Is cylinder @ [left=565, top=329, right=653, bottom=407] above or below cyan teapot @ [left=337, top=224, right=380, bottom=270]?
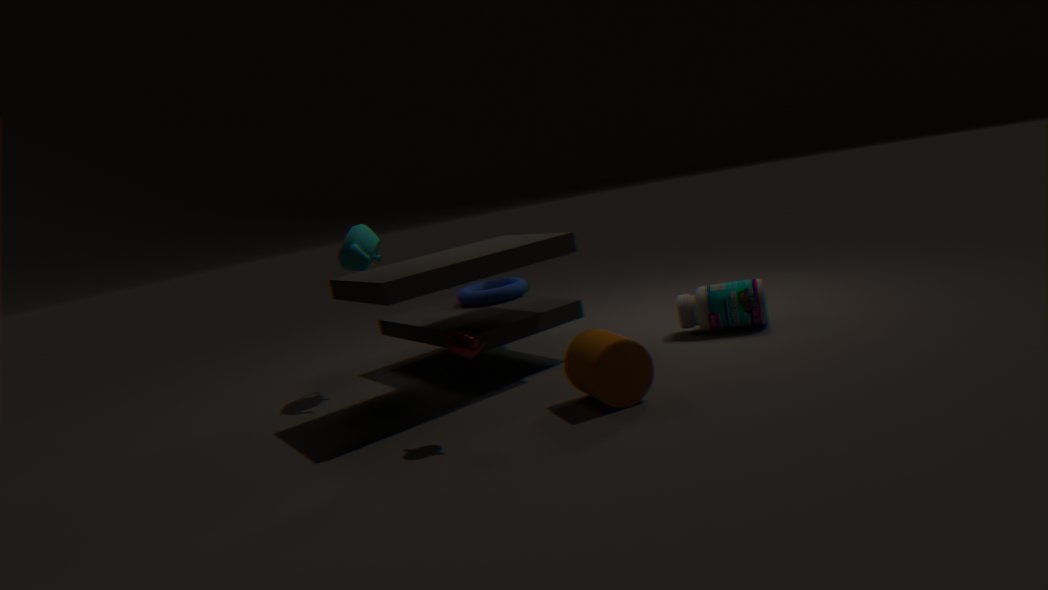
below
